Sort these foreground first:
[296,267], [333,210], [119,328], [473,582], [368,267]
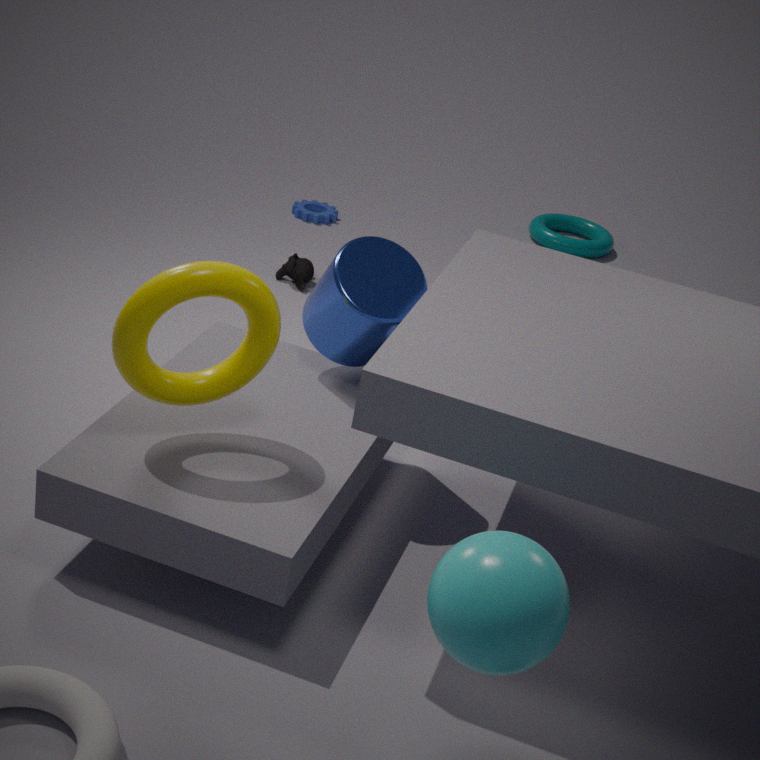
1. [473,582]
2. [119,328]
3. [368,267]
4. [296,267]
5. [333,210]
